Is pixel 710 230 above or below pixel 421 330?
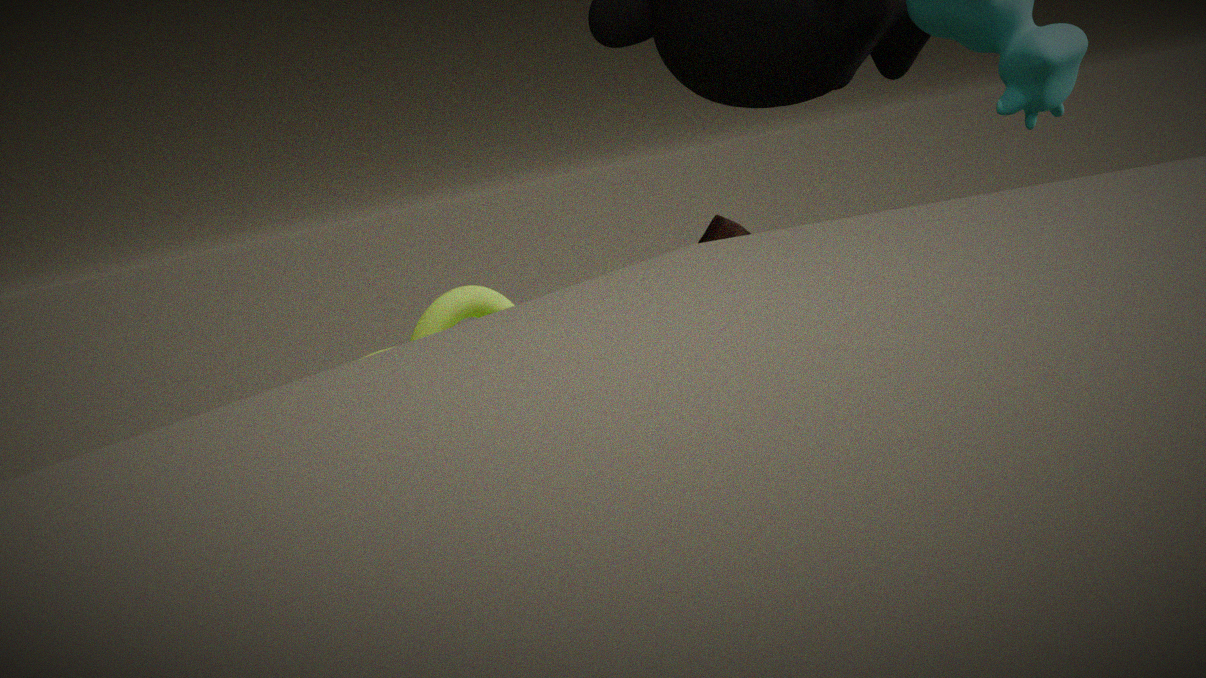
below
